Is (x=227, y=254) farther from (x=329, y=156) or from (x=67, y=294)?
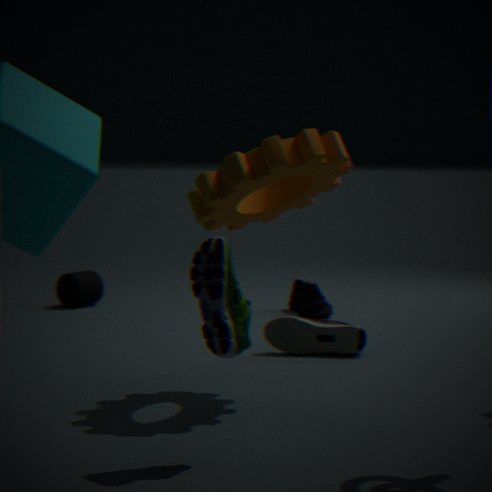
(x=67, y=294)
